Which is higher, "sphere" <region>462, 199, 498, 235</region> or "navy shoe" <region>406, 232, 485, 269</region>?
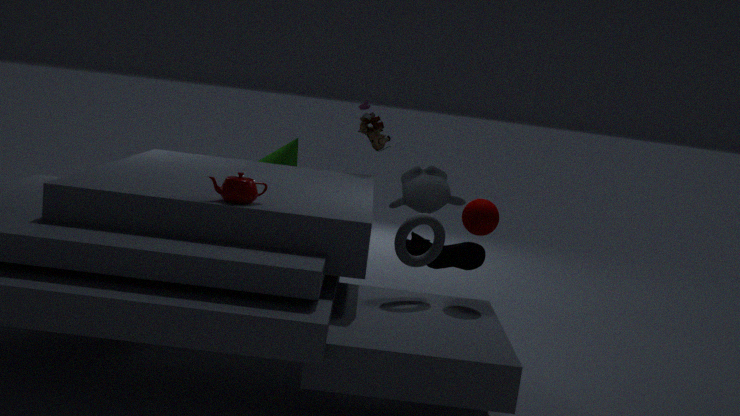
"sphere" <region>462, 199, 498, 235</region>
